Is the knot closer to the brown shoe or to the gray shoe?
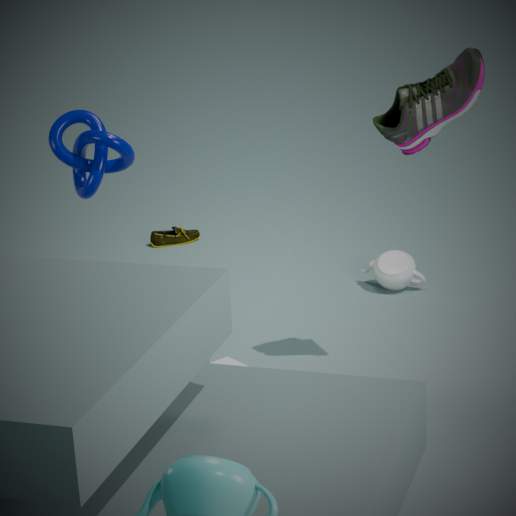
the gray shoe
